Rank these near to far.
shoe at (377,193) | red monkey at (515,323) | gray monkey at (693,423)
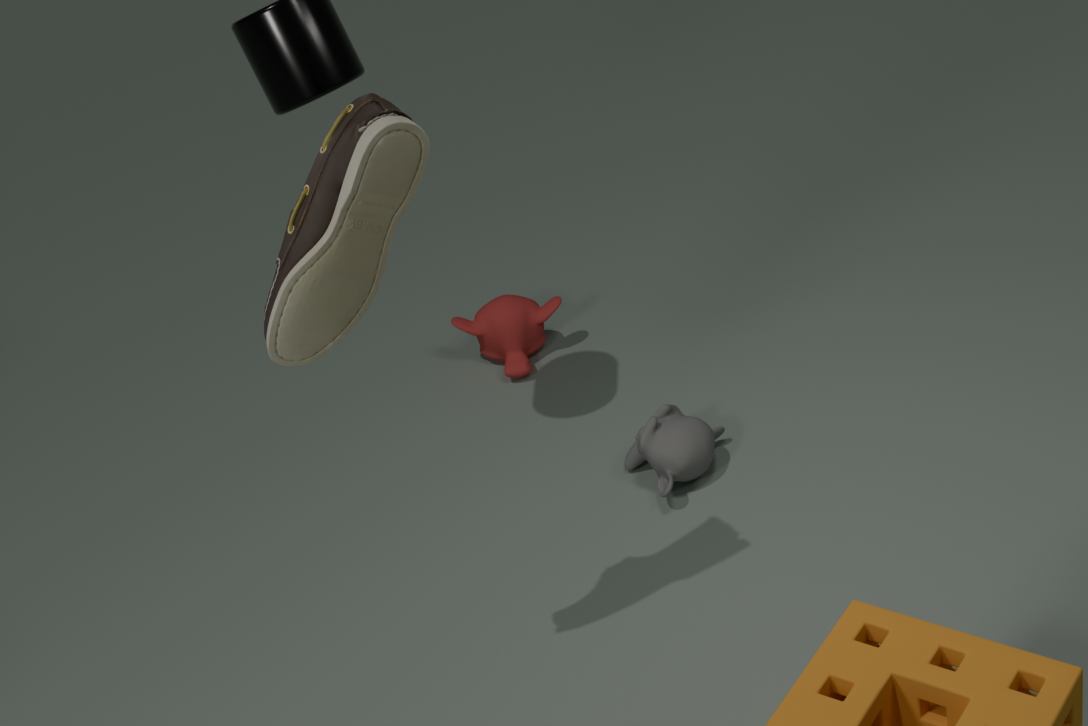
shoe at (377,193), gray monkey at (693,423), red monkey at (515,323)
